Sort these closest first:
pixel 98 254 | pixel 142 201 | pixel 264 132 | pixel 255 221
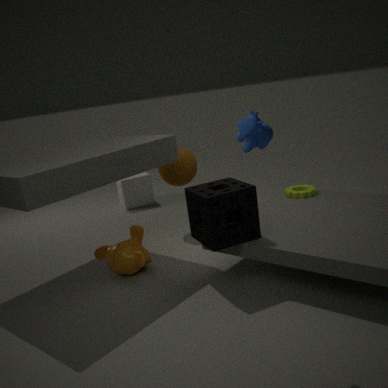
pixel 264 132 → pixel 255 221 → pixel 98 254 → pixel 142 201
